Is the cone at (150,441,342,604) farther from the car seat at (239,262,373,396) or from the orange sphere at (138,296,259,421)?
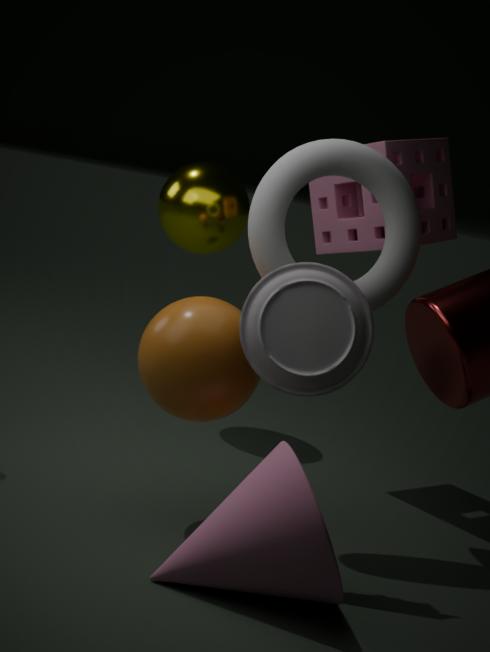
the orange sphere at (138,296,259,421)
